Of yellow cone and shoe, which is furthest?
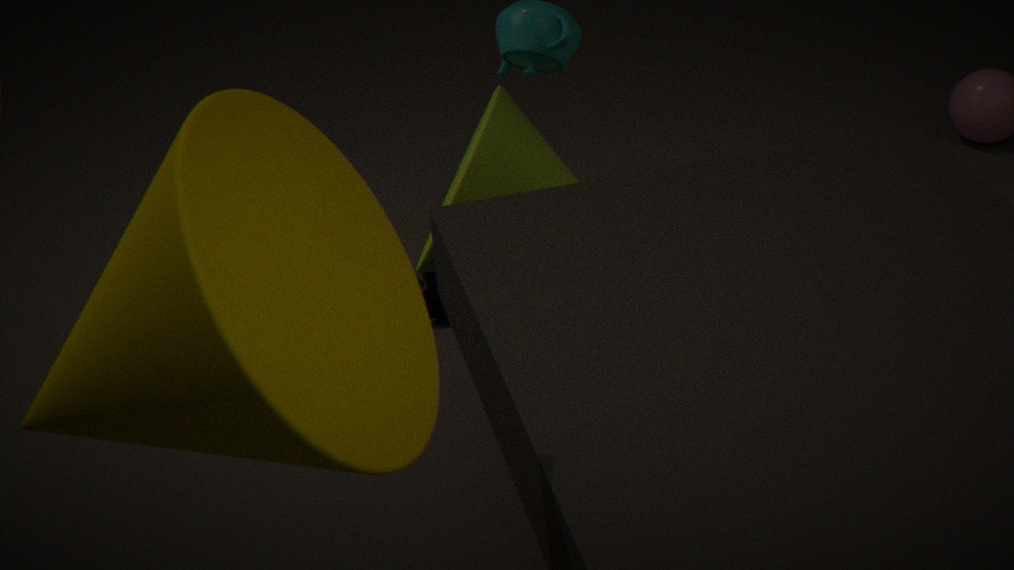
shoe
